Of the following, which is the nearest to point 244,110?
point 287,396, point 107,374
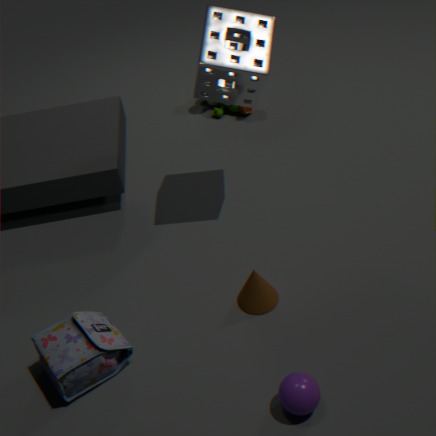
point 107,374
